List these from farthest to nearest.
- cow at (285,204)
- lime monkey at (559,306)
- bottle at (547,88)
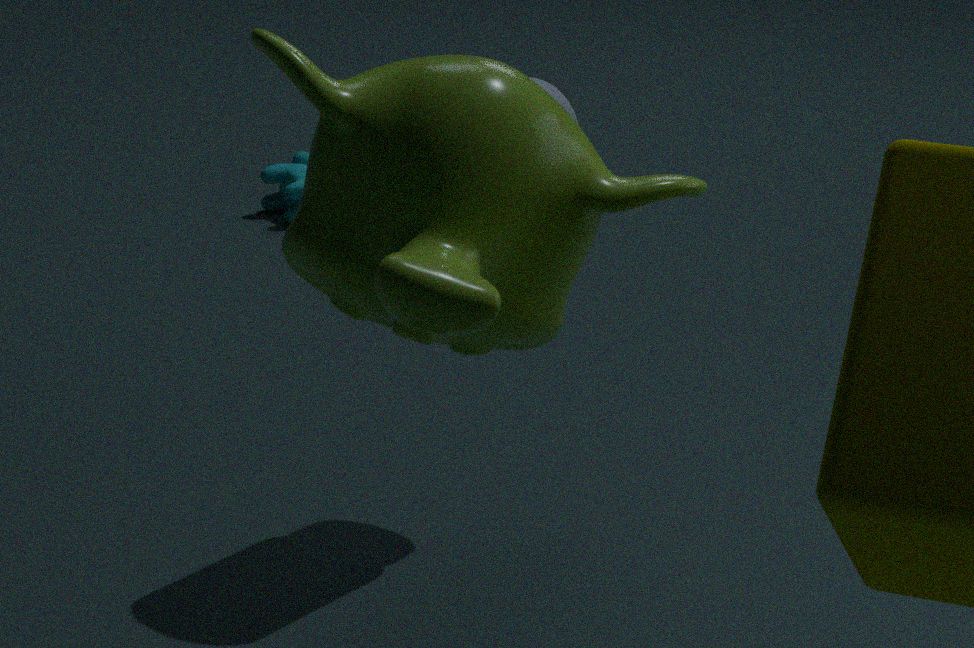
cow at (285,204), bottle at (547,88), lime monkey at (559,306)
